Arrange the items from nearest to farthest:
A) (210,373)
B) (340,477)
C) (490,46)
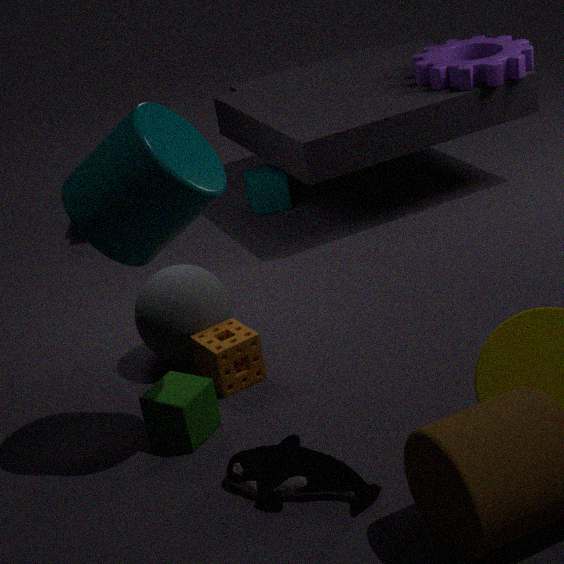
(340,477) → (210,373) → (490,46)
